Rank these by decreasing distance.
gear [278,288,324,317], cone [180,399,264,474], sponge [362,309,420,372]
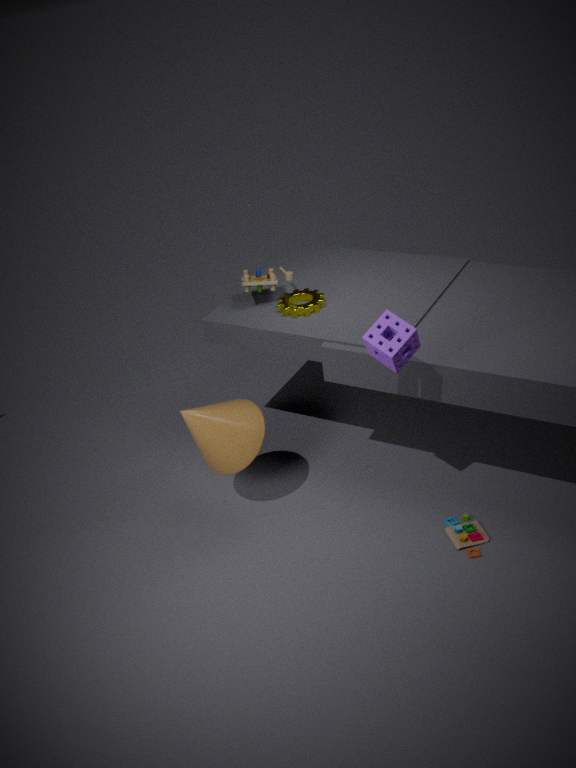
gear [278,288,324,317], cone [180,399,264,474], sponge [362,309,420,372]
